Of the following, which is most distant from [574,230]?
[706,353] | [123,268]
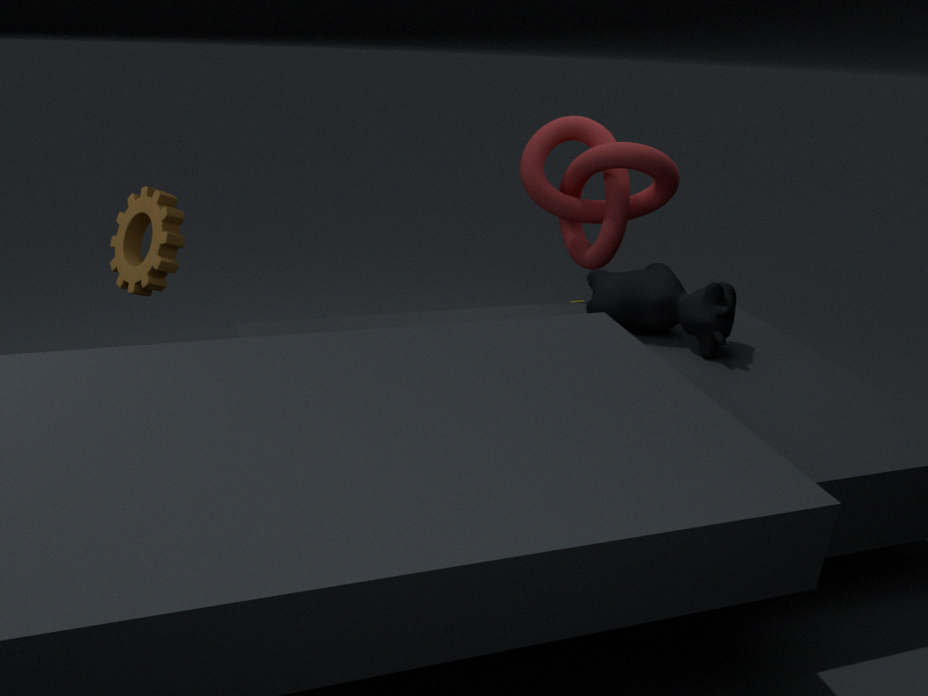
[123,268]
